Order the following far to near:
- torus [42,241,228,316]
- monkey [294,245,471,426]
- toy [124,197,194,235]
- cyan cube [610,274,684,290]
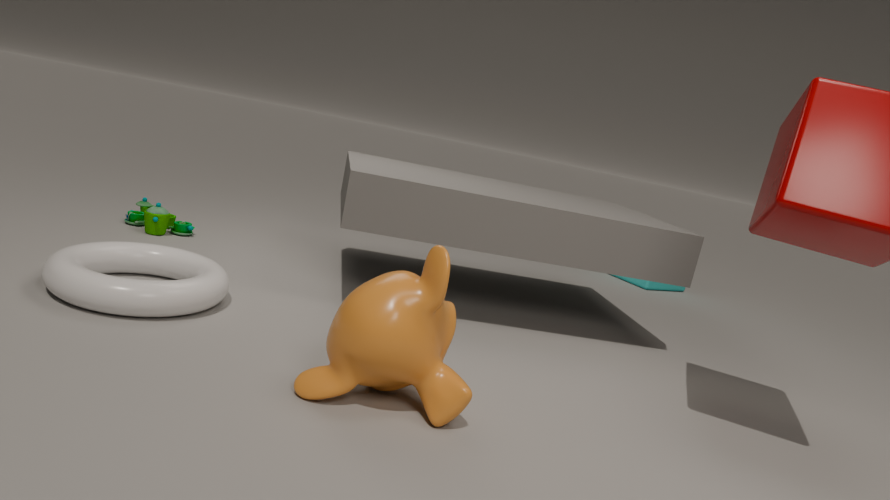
cyan cube [610,274,684,290], toy [124,197,194,235], torus [42,241,228,316], monkey [294,245,471,426]
